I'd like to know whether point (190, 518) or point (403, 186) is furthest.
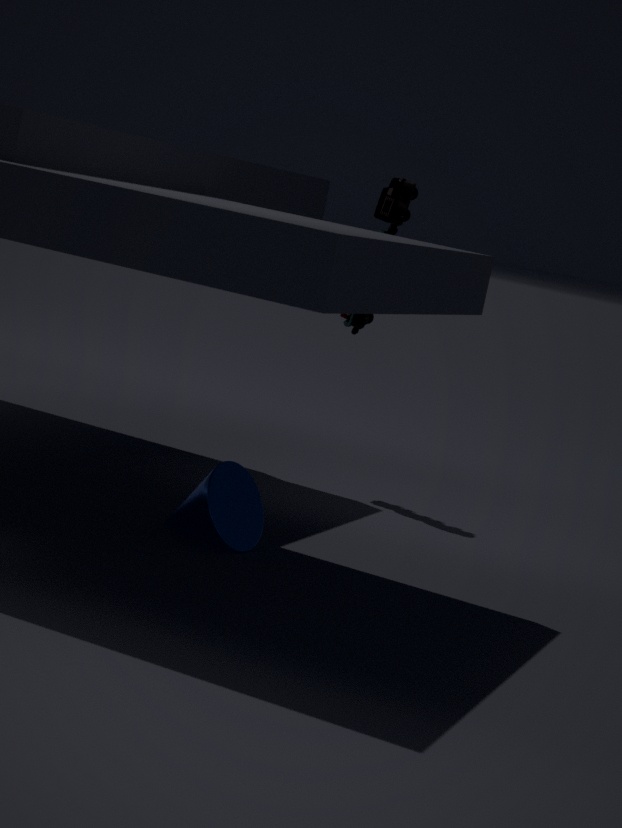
point (403, 186)
